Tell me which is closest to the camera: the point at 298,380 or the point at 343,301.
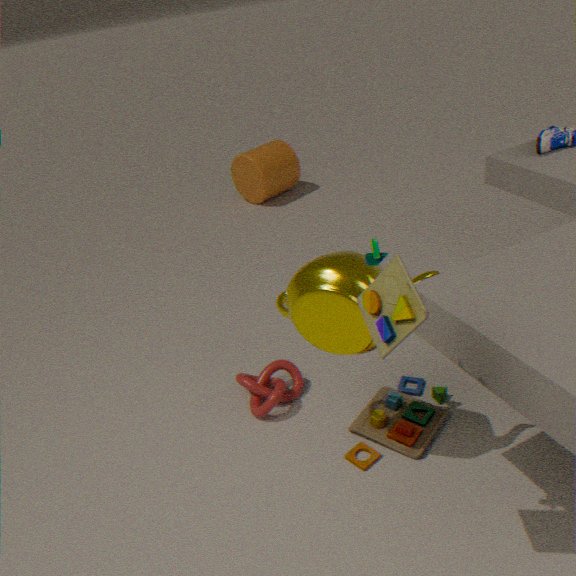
the point at 343,301
